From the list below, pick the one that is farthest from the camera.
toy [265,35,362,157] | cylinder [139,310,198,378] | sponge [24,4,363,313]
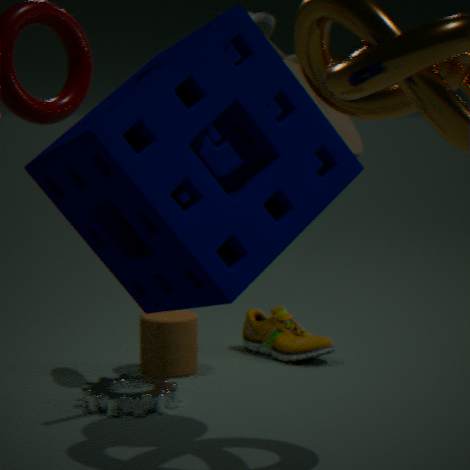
cylinder [139,310,198,378]
